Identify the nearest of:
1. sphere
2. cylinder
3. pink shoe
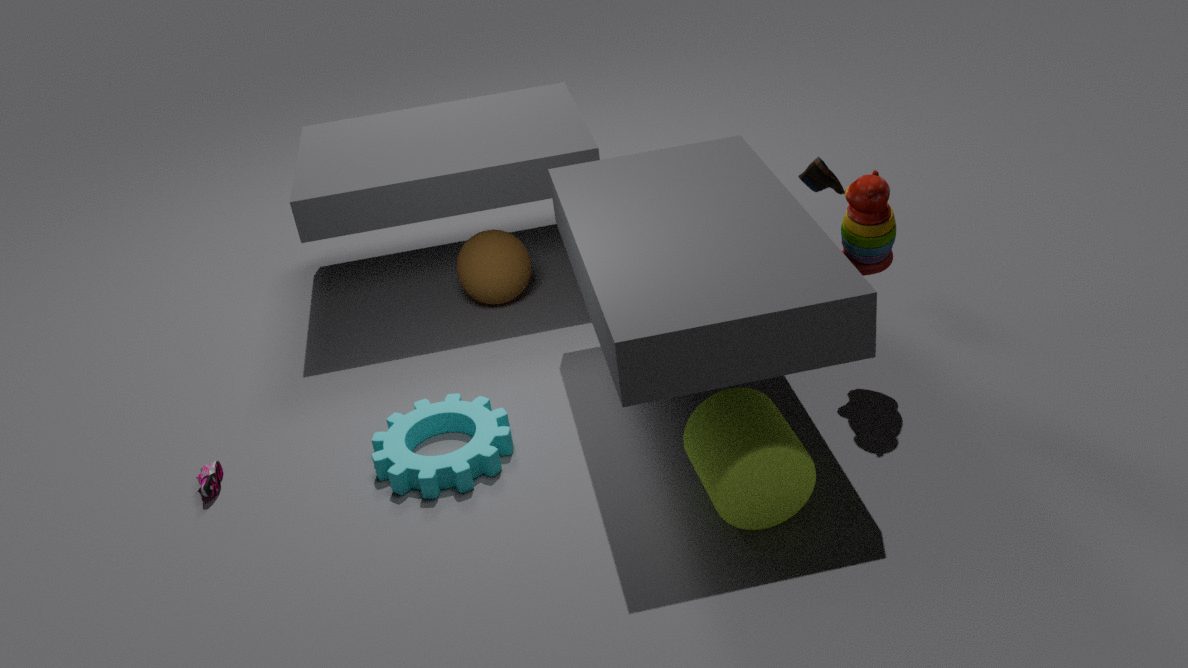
cylinder
